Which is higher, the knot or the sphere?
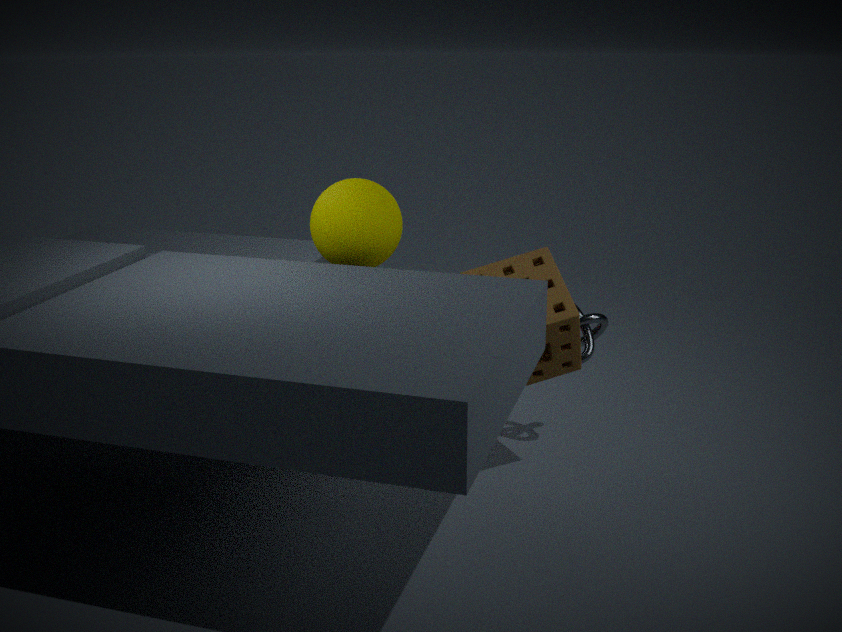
the sphere
